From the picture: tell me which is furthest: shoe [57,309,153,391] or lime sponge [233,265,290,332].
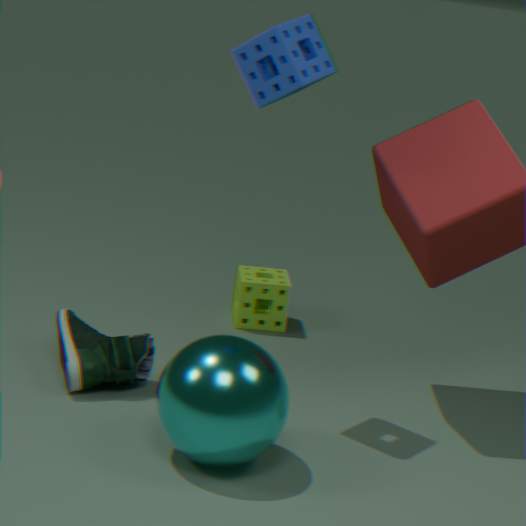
lime sponge [233,265,290,332]
